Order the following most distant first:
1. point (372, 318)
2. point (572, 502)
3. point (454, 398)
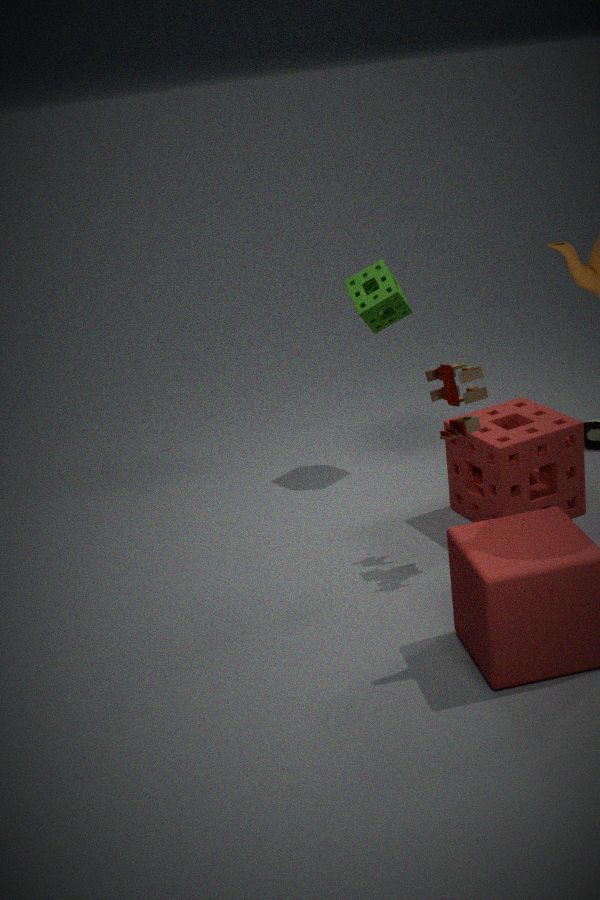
point (372, 318), point (572, 502), point (454, 398)
